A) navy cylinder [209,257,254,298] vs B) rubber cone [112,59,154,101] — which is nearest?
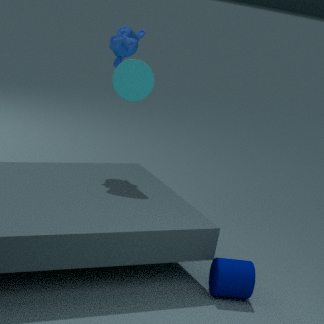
A. navy cylinder [209,257,254,298]
